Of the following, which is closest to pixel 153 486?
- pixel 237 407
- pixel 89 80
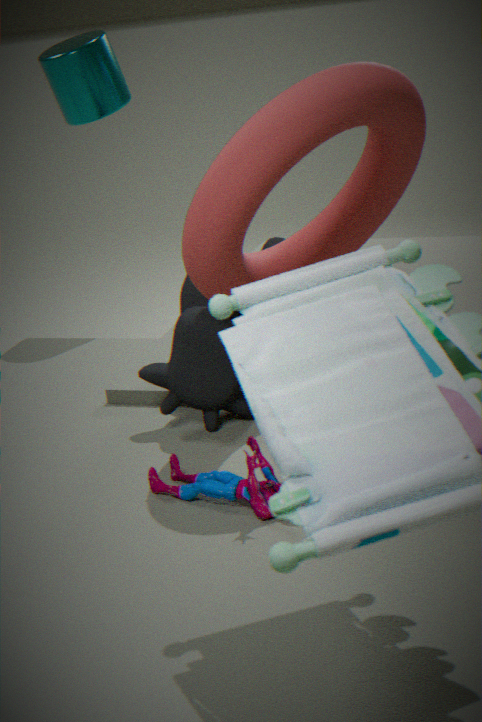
pixel 237 407
